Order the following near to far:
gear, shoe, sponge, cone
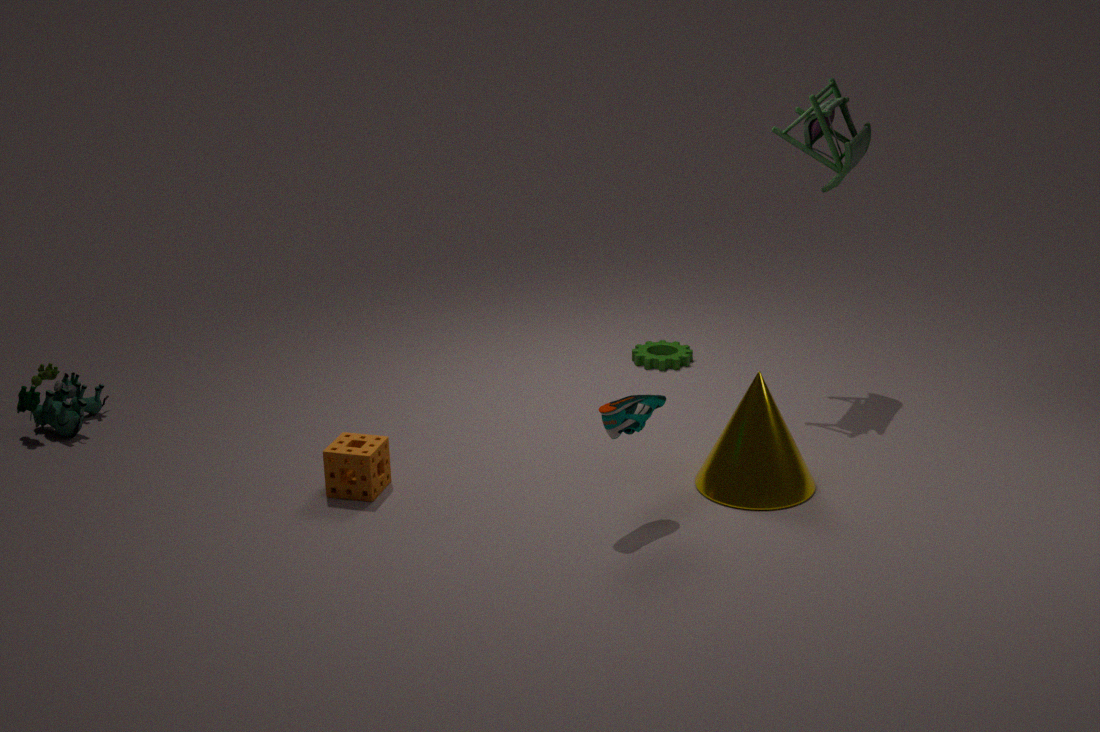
shoe → cone → sponge → gear
